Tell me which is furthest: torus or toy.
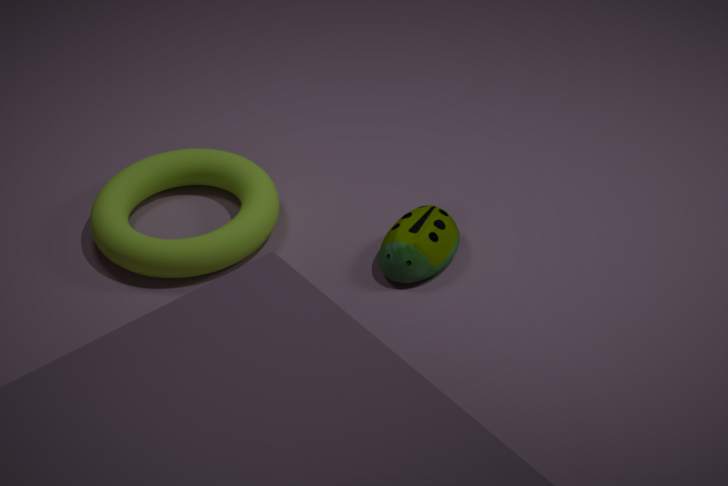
torus
